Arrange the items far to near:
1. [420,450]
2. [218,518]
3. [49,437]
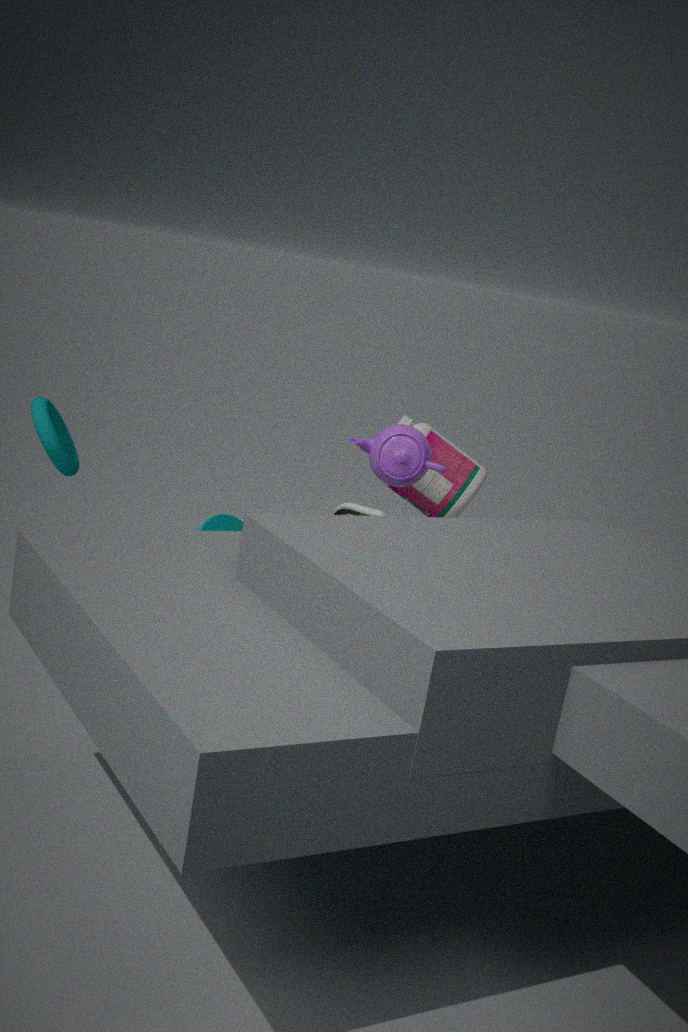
[218,518] < [49,437] < [420,450]
